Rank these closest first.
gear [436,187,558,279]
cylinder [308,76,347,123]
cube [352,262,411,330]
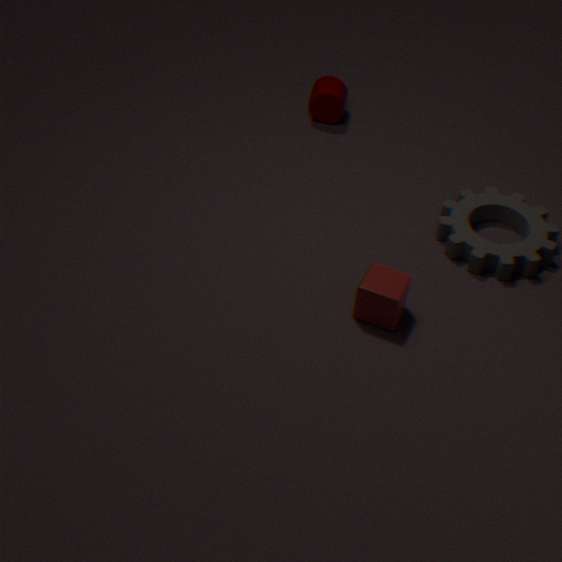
1. cube [352,262,411,330]
2. gear [436,187,558,279]
3. cylinder [308,76,347,123]
